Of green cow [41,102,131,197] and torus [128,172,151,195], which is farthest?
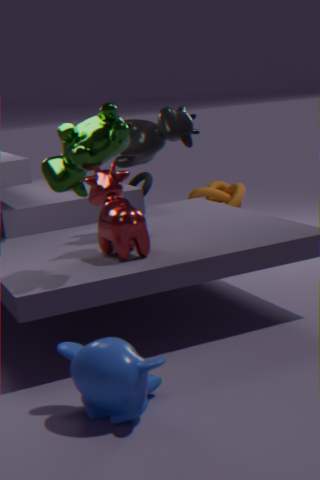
torus [128,172,151,195]
